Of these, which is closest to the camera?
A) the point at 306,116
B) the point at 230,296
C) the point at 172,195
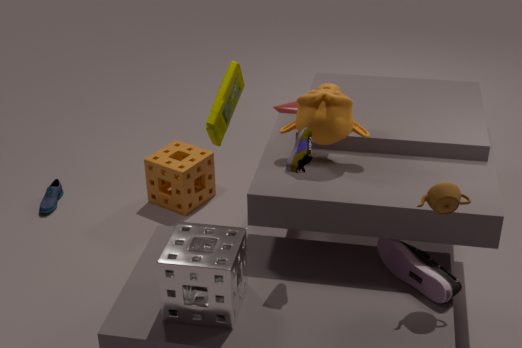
the point at 230,296
